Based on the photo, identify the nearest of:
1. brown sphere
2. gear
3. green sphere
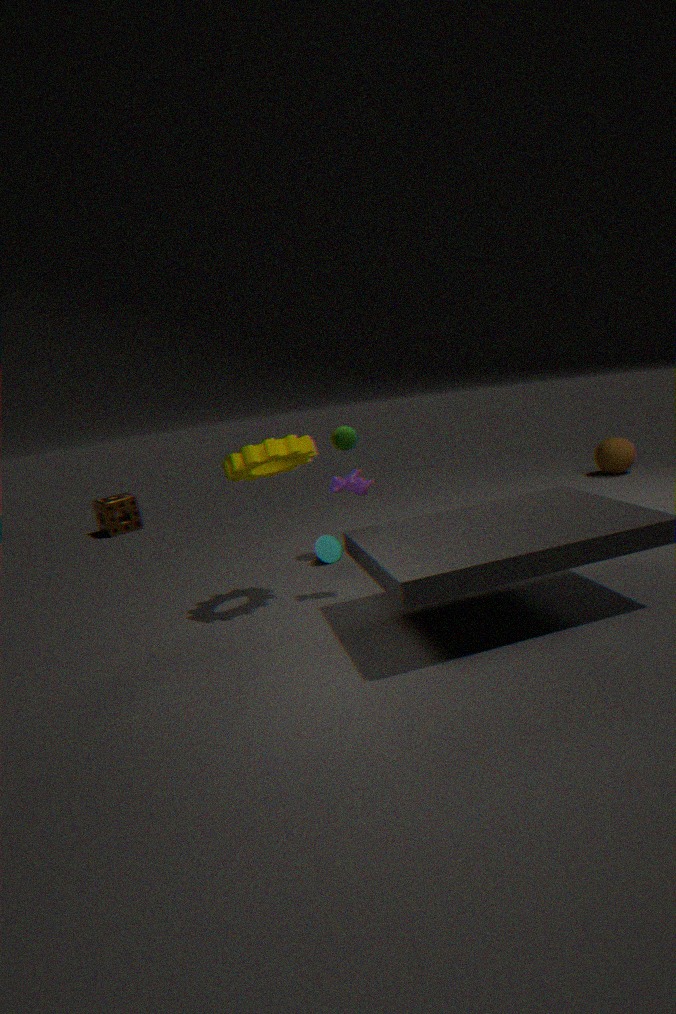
gear
